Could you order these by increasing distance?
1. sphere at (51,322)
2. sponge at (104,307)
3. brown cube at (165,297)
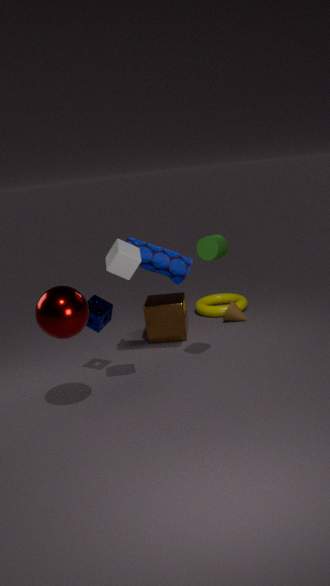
sphere at (51,322) < sponge at (104,307) < brown cube at (165,297)
